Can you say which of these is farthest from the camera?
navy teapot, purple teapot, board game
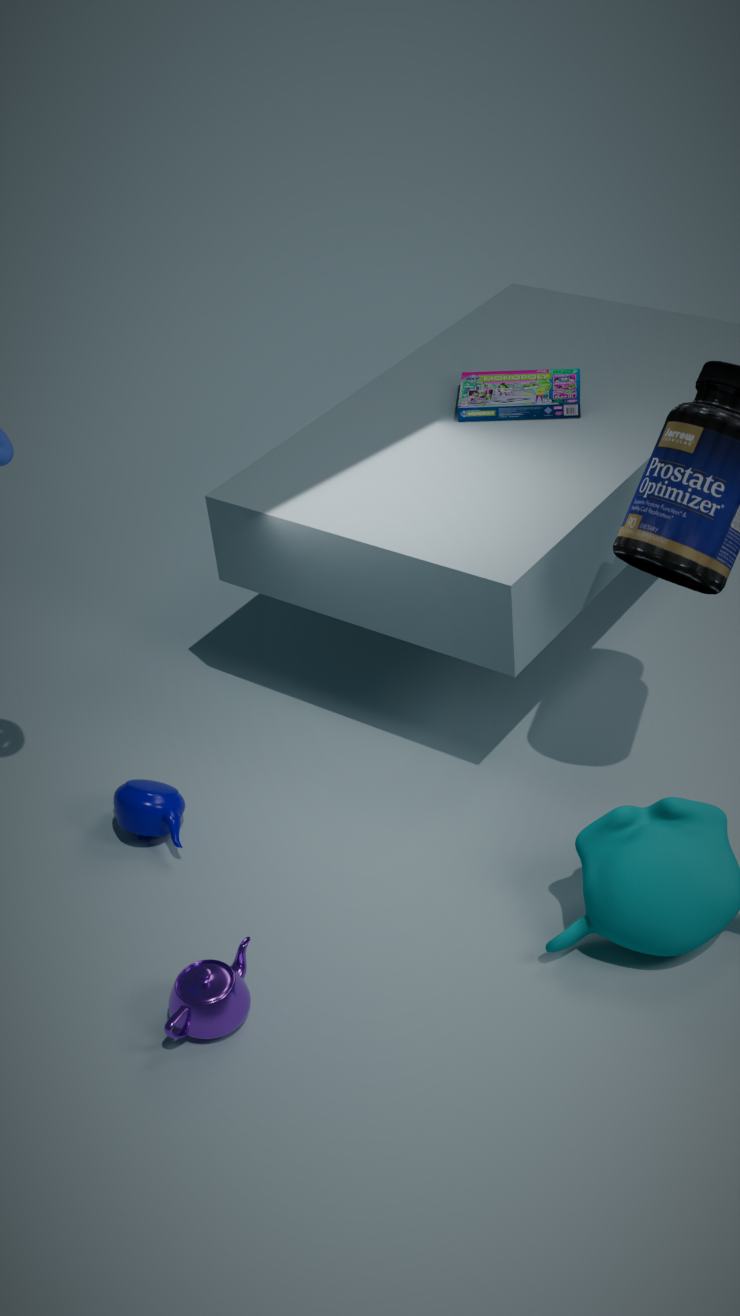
board game
